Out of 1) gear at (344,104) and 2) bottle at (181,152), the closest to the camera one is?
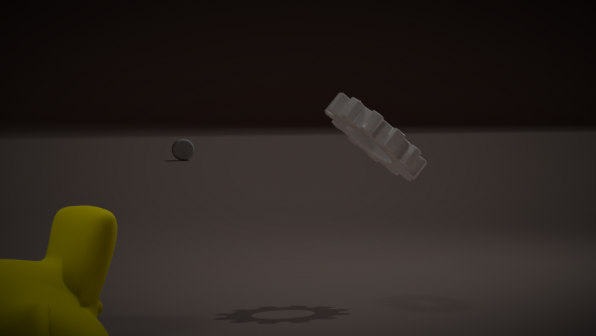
1. gear at (344,104)
